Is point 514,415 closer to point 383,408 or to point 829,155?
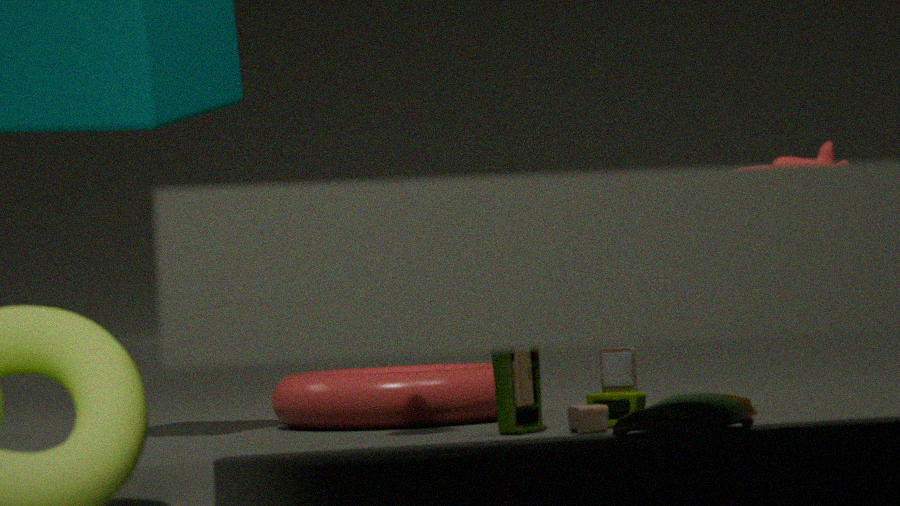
point 829,155
